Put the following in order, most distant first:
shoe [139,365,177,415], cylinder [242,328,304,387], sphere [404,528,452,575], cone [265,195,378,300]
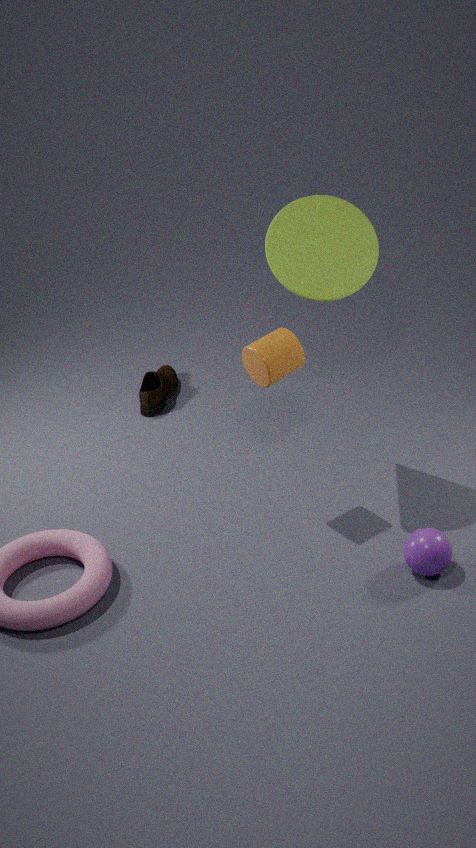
shoe [139,365,177,415] < cylinder [242,328,304,387] < cone [265,195,378,300] < sphere [404,528,452,575]
